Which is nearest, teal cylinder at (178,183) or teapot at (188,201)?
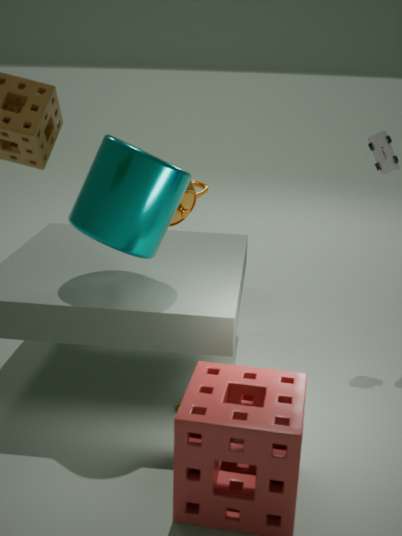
teal cylinder at (178,183)
